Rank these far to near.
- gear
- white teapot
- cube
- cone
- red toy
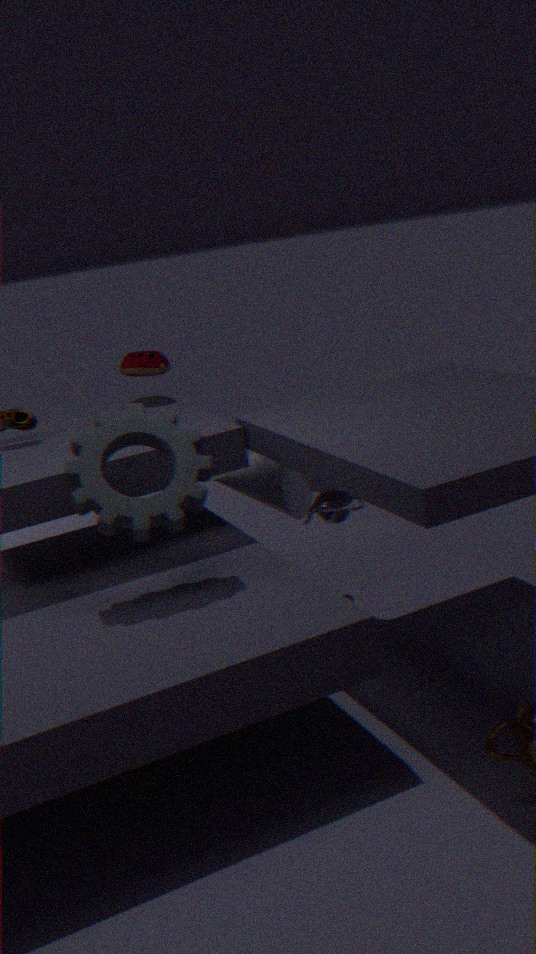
1. red toy
2. cone
3. cube
4. white teapot
5. gear
